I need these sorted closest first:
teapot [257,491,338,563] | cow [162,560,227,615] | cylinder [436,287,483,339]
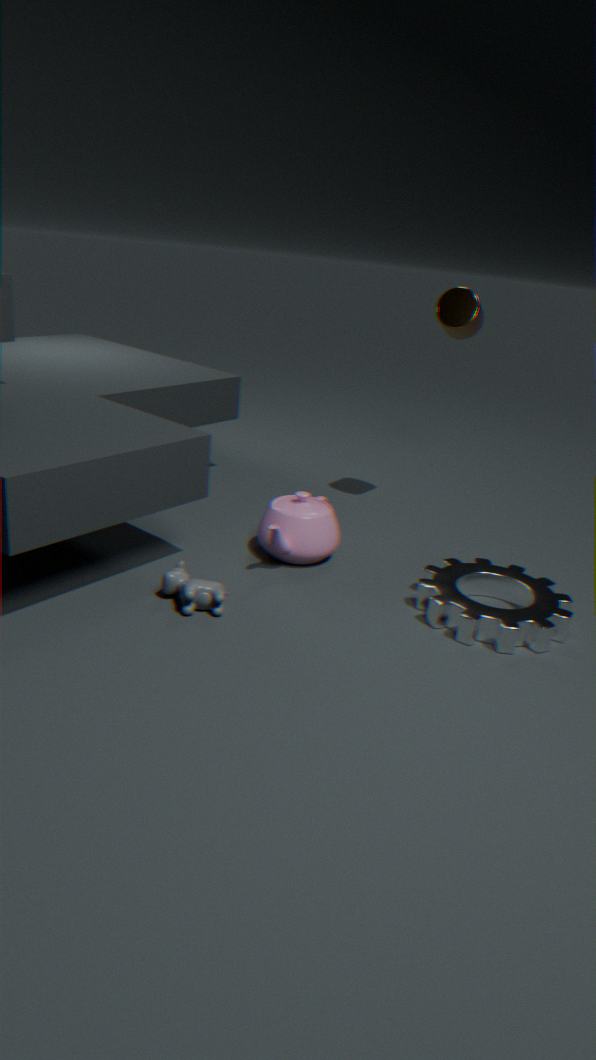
cow [162,560,227,615] → teapot [257,491,338,563] → cylinder [436,287,483,339]
